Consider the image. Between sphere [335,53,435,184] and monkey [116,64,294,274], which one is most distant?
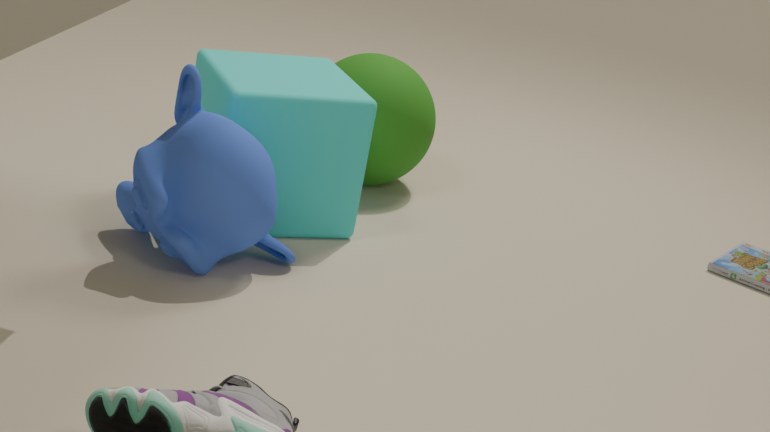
sphere [335,53,435,184]
